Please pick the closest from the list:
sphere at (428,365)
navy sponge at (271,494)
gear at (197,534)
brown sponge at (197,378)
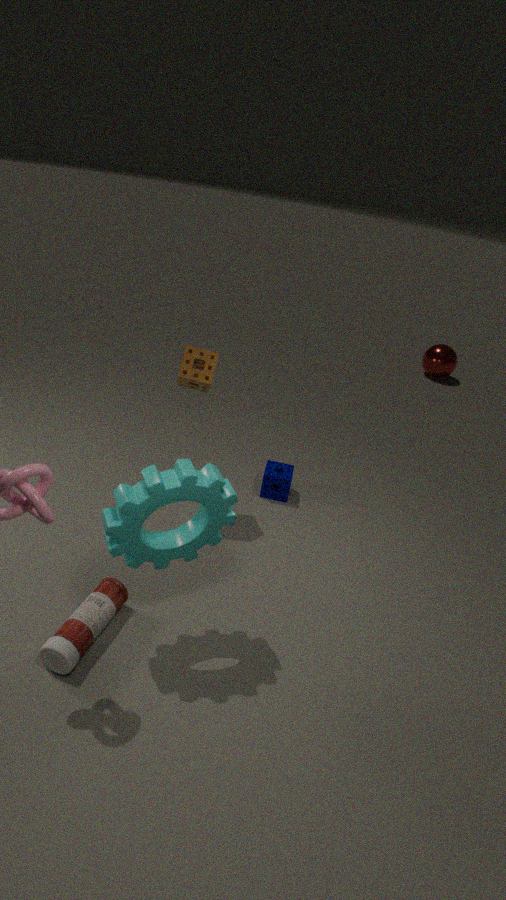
gear at (197,534)
